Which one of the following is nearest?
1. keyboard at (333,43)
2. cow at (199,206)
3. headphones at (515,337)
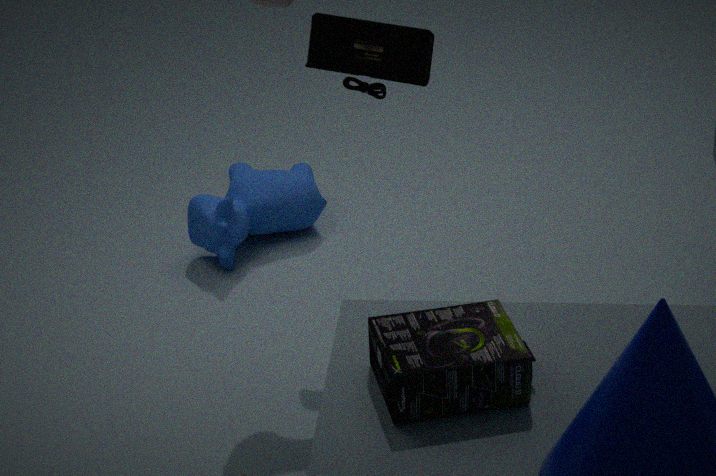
headphones at (515,337)
